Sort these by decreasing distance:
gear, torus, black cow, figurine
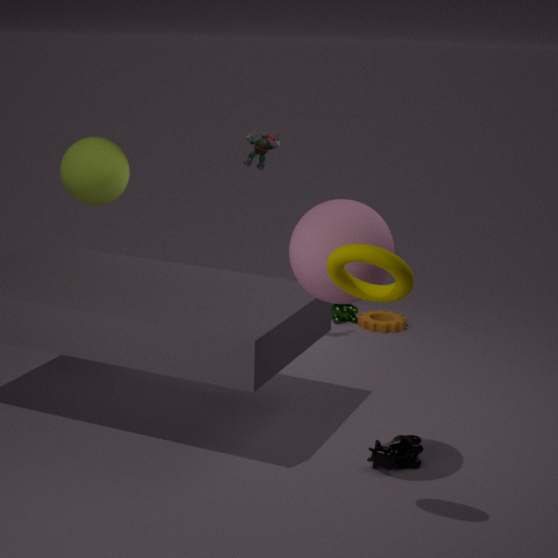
gear → figurine → black cow → torus
